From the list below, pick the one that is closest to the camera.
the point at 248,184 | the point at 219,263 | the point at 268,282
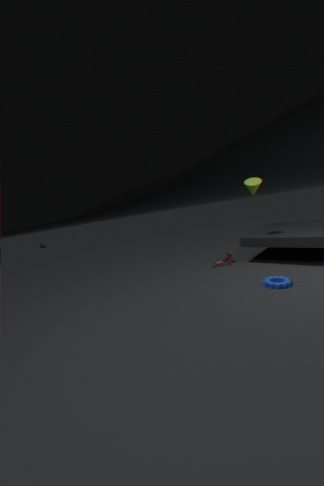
the point at 268,282
